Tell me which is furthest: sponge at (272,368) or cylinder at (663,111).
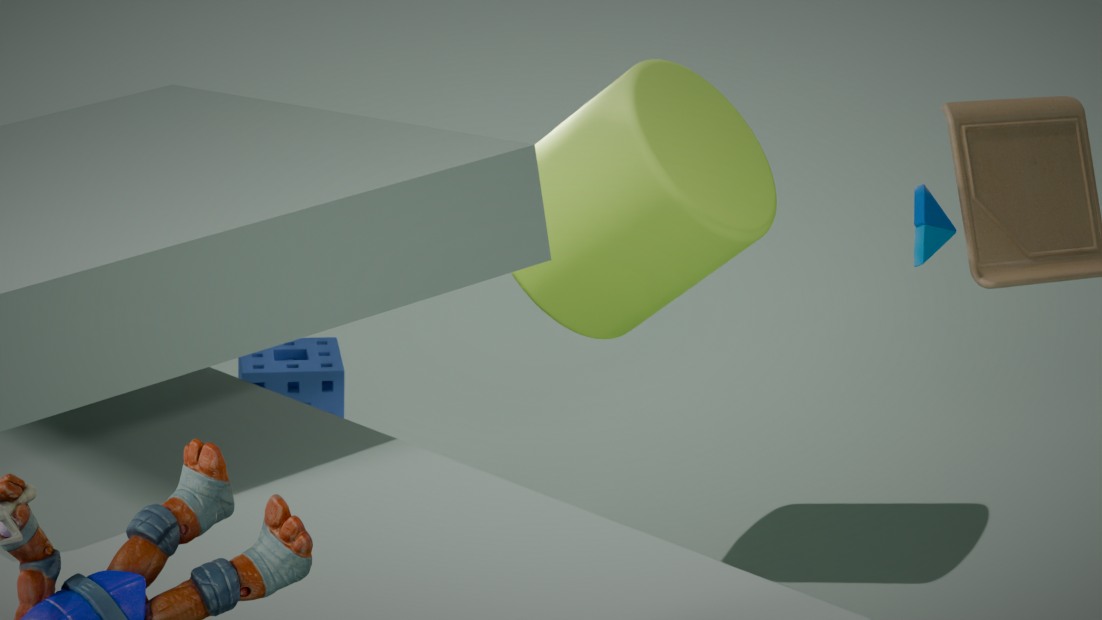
sponge at (272,368)
